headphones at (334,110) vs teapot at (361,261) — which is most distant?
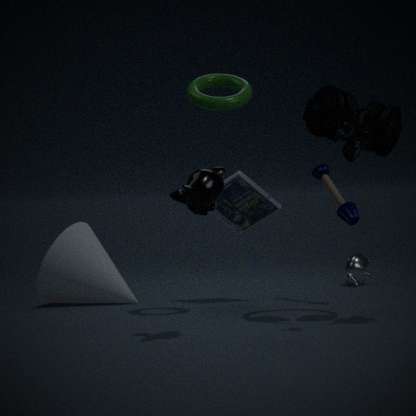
teapot at (361,261)
